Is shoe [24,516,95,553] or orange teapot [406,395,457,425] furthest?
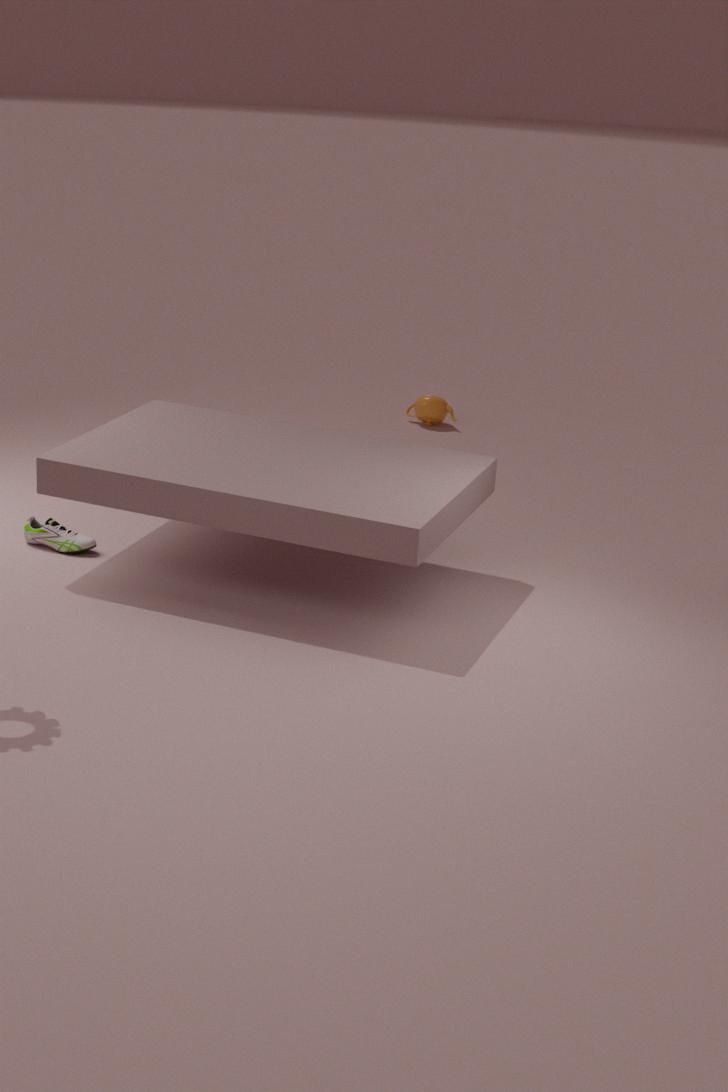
orange teapot [406,395,457,425]
